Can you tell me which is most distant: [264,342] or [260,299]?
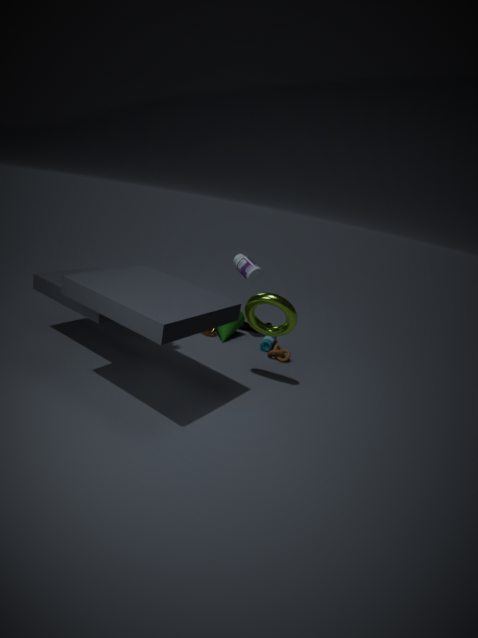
[264,342]
